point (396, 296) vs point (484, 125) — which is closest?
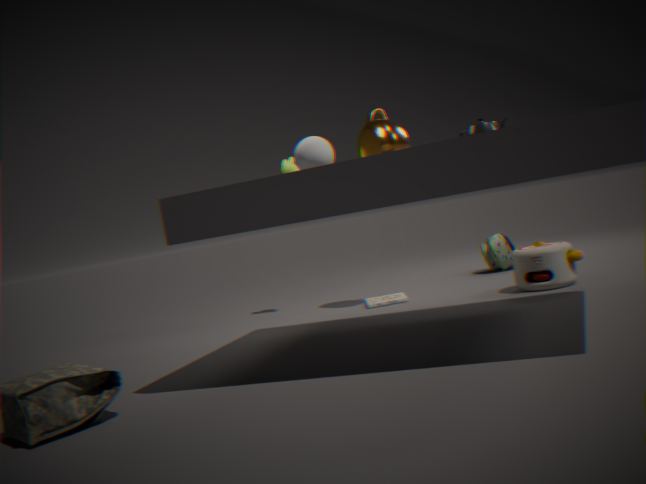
point (484, 125)
